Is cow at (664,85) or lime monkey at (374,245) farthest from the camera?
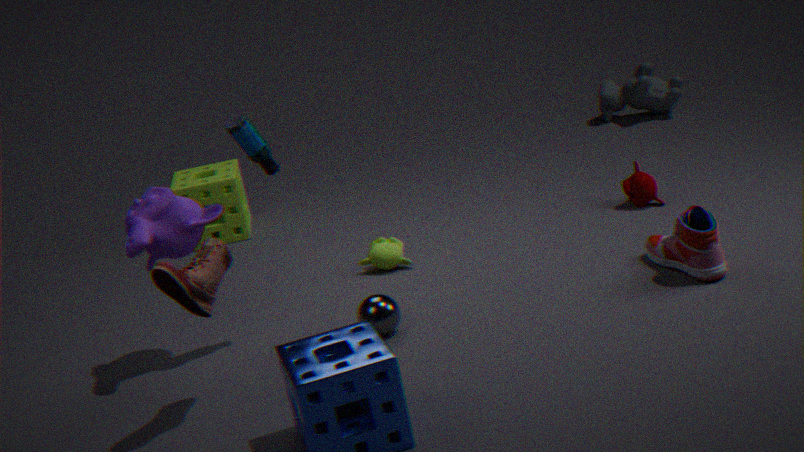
cow at (664,85)
